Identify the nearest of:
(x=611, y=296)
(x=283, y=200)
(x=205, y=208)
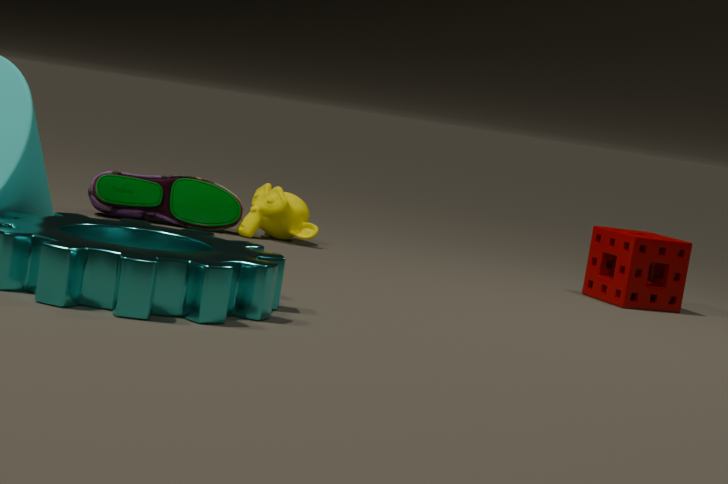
(x=611, y=296)
